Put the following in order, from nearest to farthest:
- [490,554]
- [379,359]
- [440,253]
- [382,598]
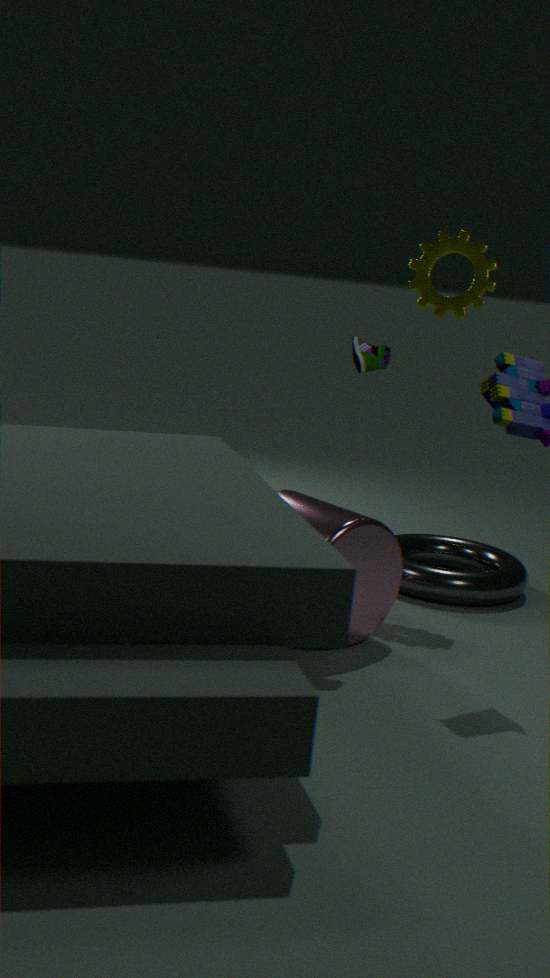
[379,359], [382,598], [440,253], [490,554]
